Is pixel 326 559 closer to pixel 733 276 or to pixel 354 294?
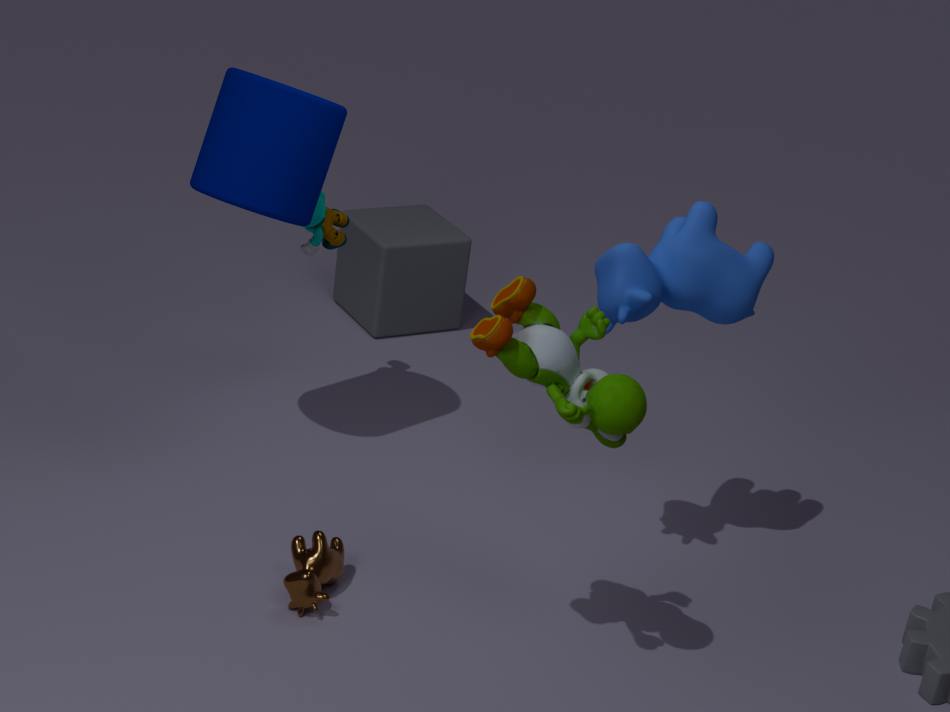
pixel 733 276
